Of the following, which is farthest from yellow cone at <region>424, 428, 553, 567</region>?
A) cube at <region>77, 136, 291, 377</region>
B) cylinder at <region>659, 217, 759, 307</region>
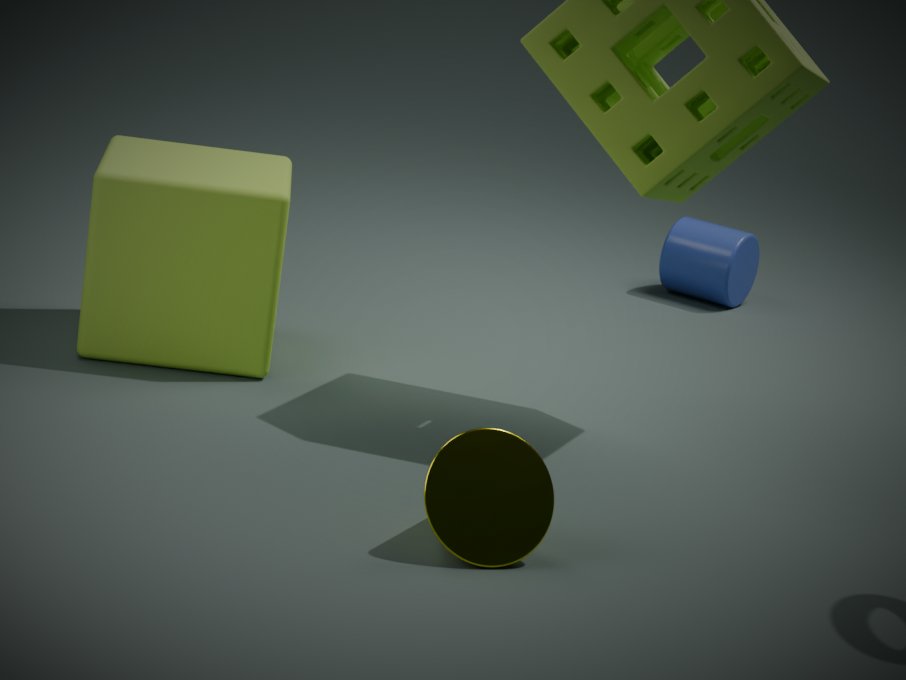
cylinder at <region>659, 217, 759, 307</region>
